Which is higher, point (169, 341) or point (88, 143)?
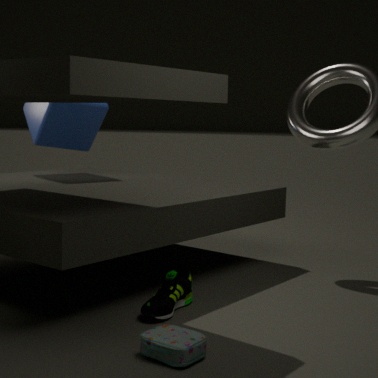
point (88, 143)
